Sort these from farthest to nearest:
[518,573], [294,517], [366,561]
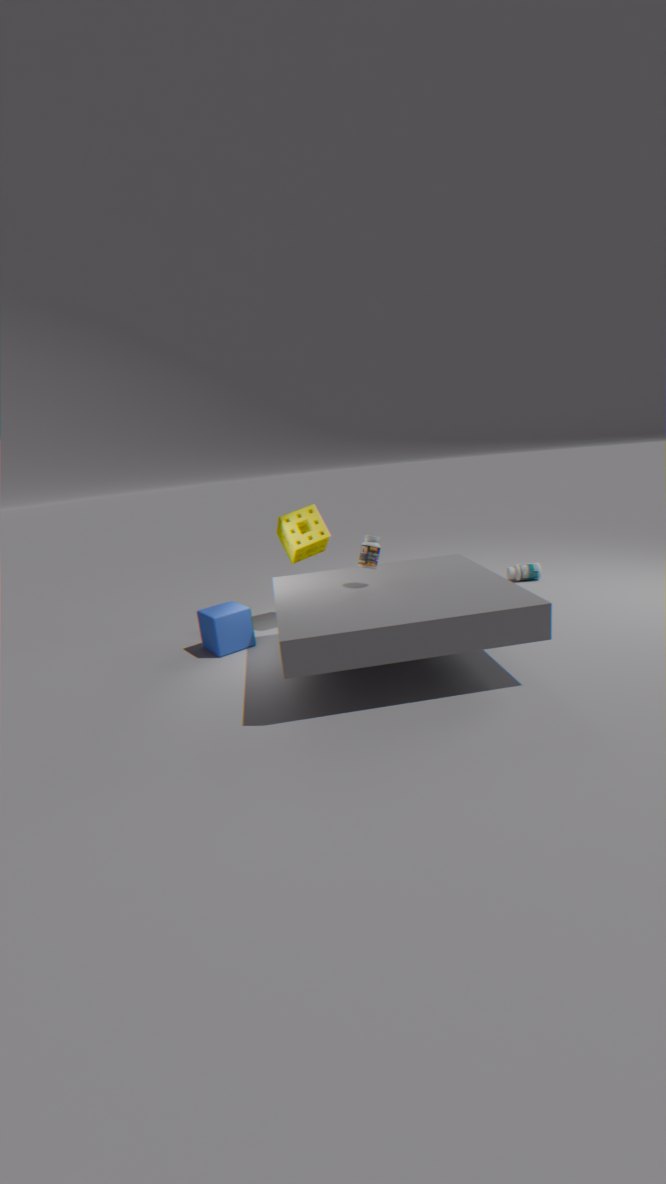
[518,573] < [294,517] < [366,561]
